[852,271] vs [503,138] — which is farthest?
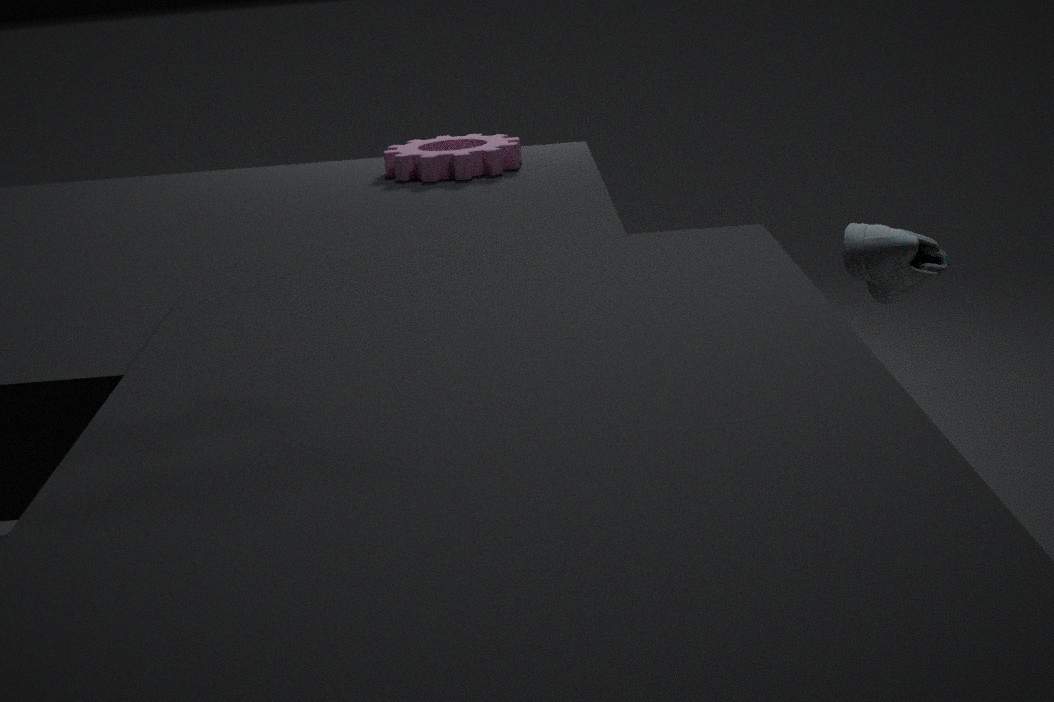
[503,138]
